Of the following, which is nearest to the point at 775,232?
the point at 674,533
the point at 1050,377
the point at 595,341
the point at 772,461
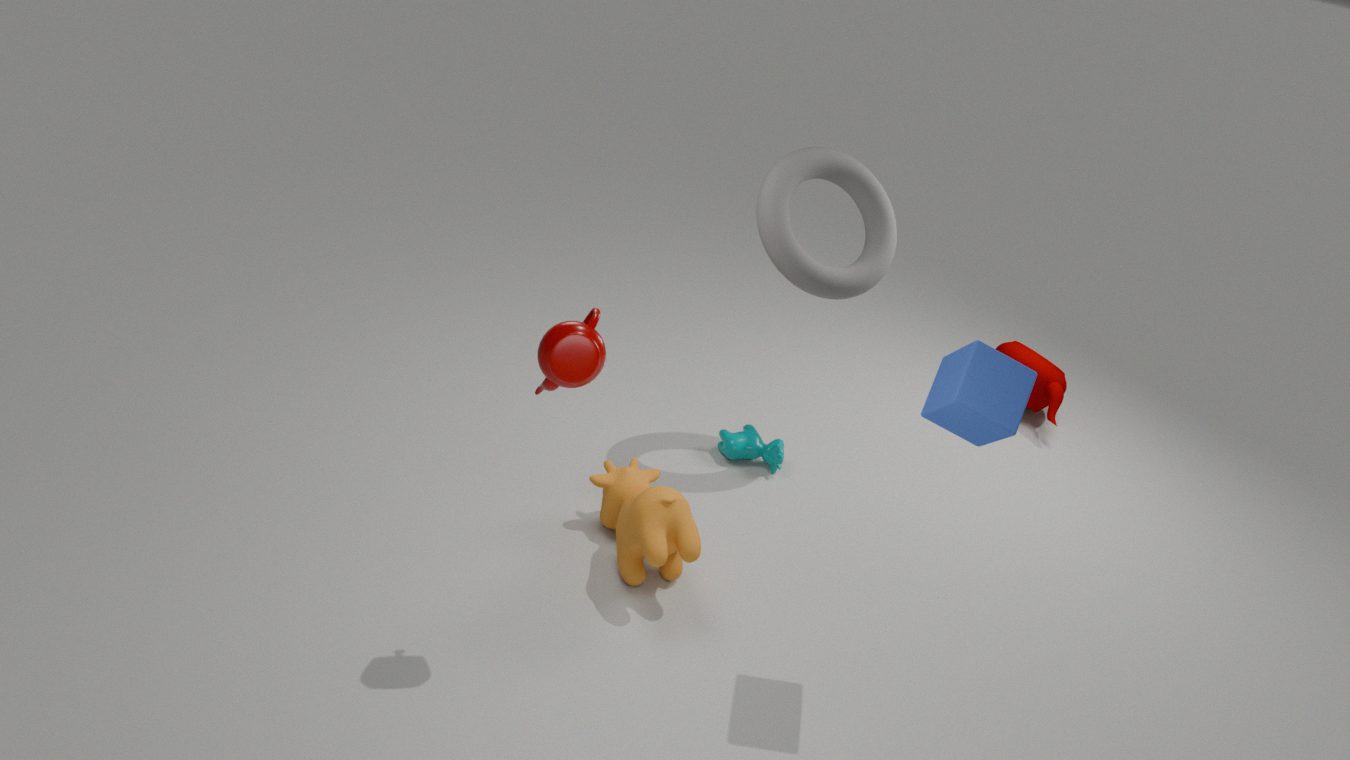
the point at 772,461
